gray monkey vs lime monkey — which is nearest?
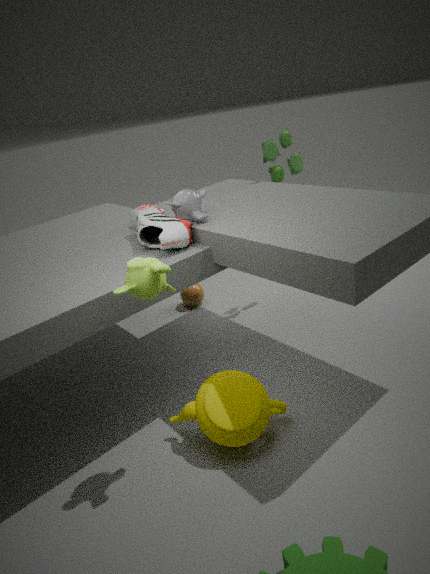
lime monkey
